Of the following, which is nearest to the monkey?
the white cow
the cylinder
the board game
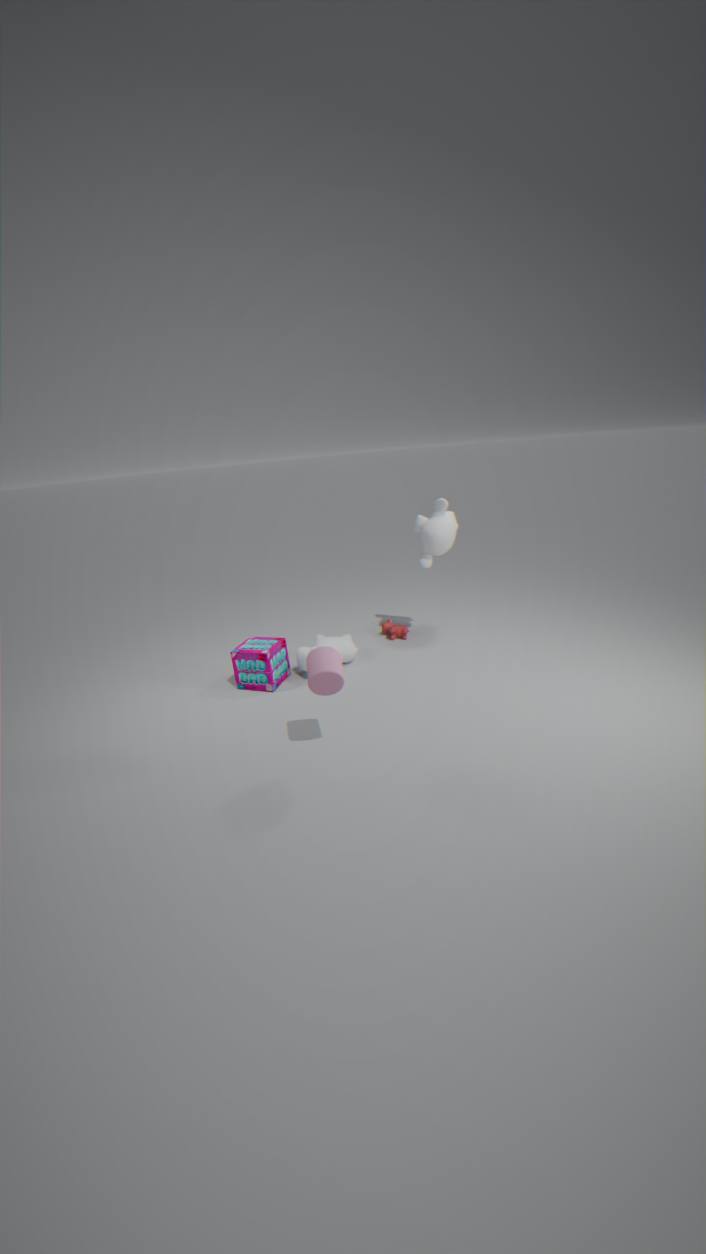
the white cow
